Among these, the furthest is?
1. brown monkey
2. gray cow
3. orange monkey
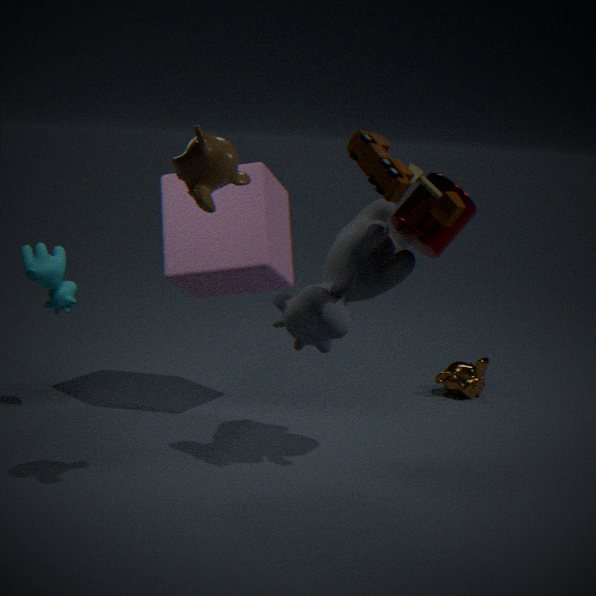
orange monkey
